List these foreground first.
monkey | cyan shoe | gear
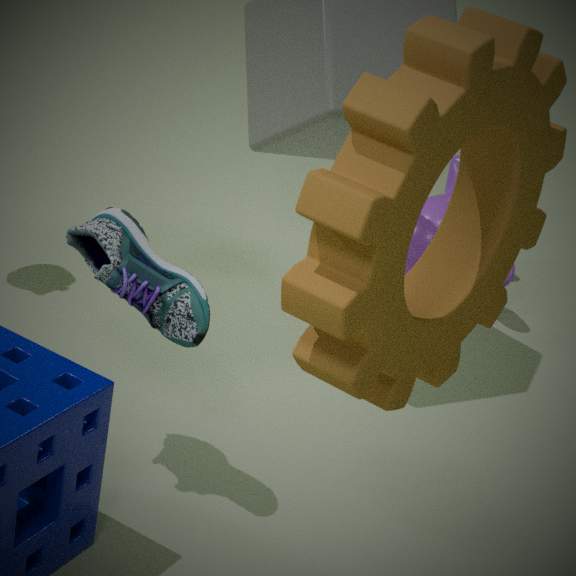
gear, cyan shoe, monkey
